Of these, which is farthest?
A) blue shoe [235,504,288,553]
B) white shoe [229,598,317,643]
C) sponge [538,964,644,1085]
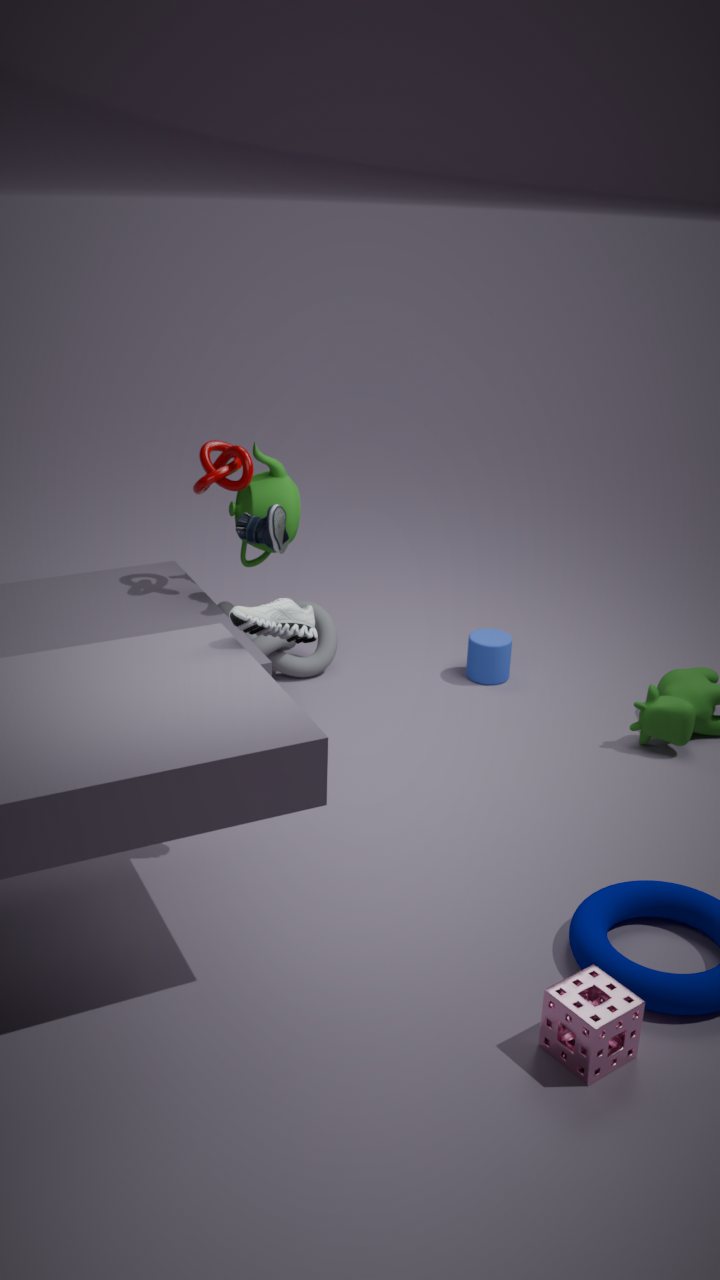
blue shoe [235,504,288,553]
